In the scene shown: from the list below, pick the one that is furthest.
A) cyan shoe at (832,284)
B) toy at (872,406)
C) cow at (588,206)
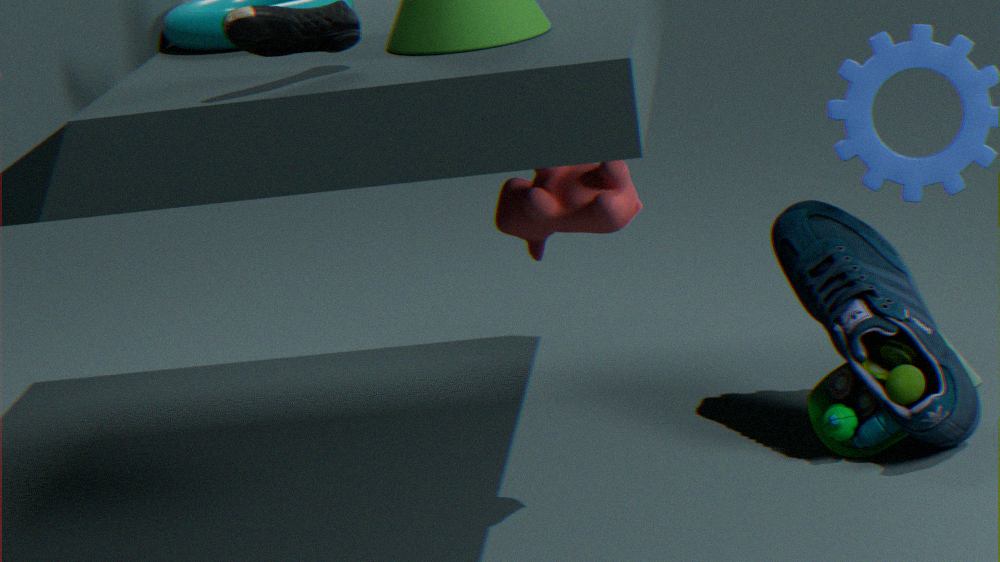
toy at (872,406)
